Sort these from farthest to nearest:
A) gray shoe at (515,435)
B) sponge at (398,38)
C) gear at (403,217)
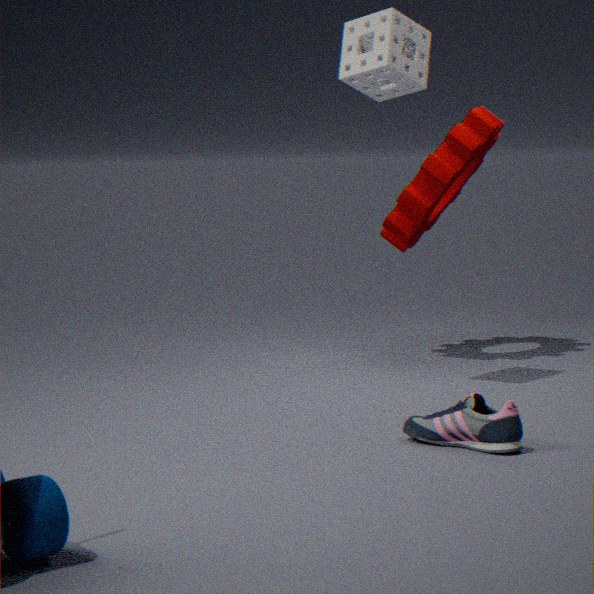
gear at (403,217)
sponge at (398,38)
gray shoe at (515,435)
